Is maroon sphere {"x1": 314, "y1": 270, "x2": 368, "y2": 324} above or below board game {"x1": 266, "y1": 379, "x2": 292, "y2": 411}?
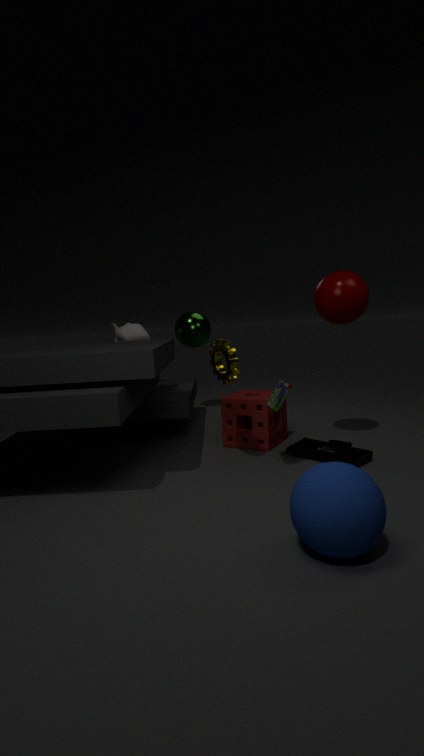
above
